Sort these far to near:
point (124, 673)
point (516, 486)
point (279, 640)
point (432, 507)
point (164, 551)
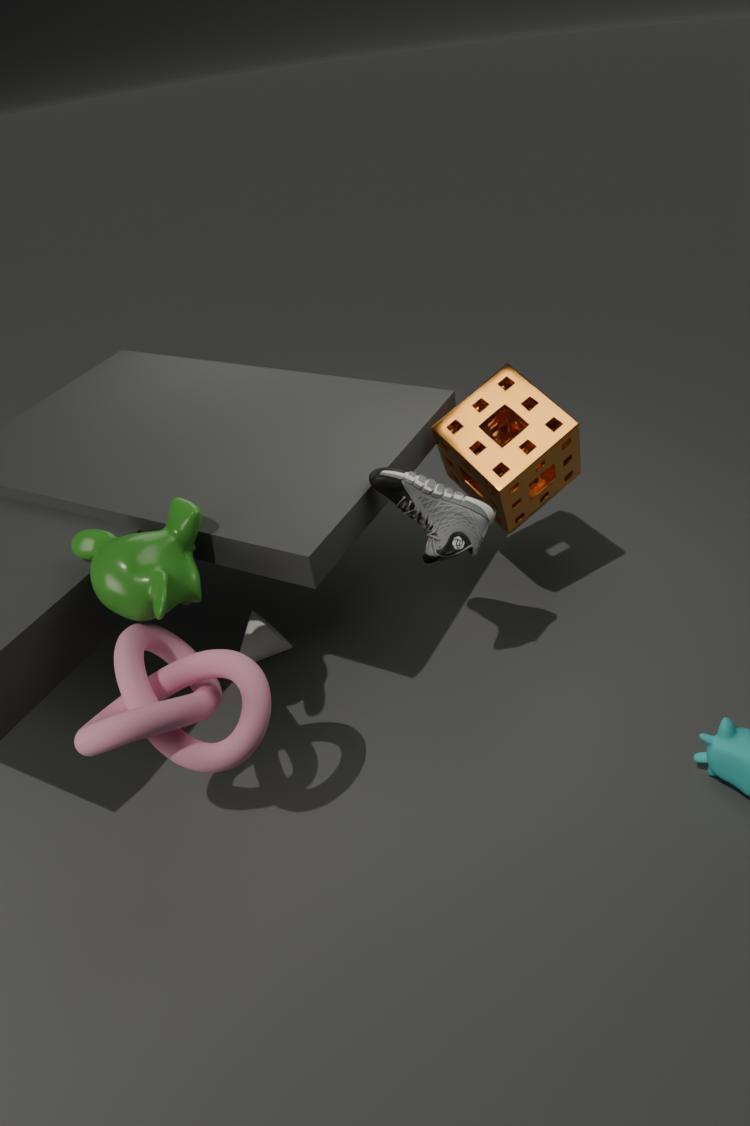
1. point (279, 640)
2. point (516, 486)
3. point (432, 507)
4. point (164, 551)
5. point (124, 673)
